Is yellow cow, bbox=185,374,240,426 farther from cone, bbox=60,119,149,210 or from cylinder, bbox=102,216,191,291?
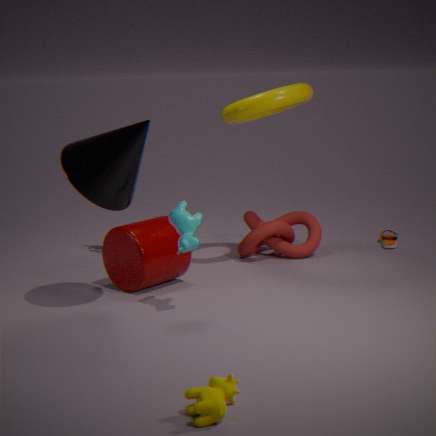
cylinder, bbox=102,216,191,291
